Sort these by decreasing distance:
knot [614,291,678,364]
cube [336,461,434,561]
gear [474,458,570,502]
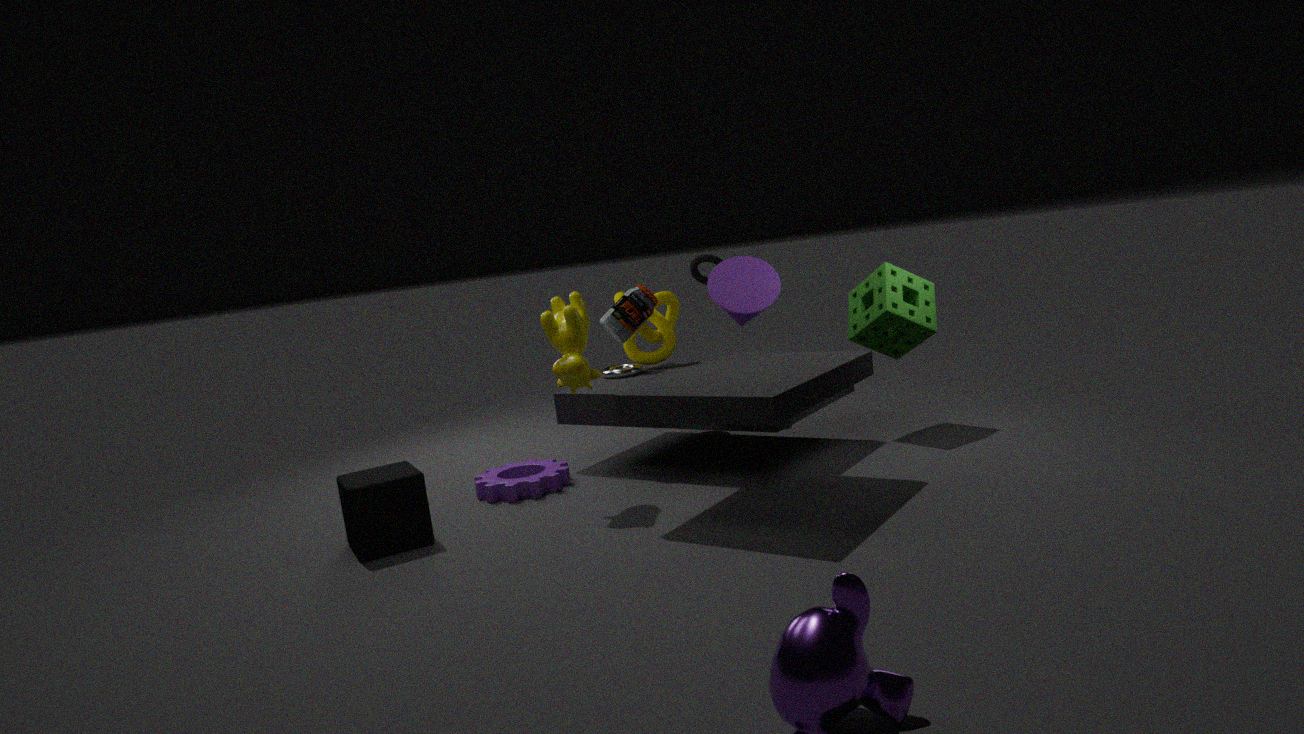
1. knot [614,291,678,364]
2. gear [474,458,570,502]
3. cube [336,461,434,561]
